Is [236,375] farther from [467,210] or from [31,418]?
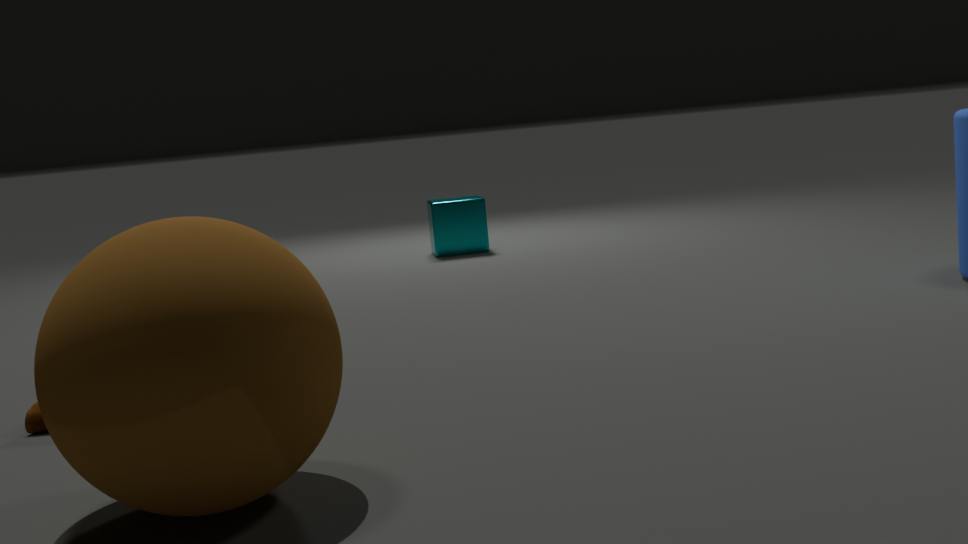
[467,210]
